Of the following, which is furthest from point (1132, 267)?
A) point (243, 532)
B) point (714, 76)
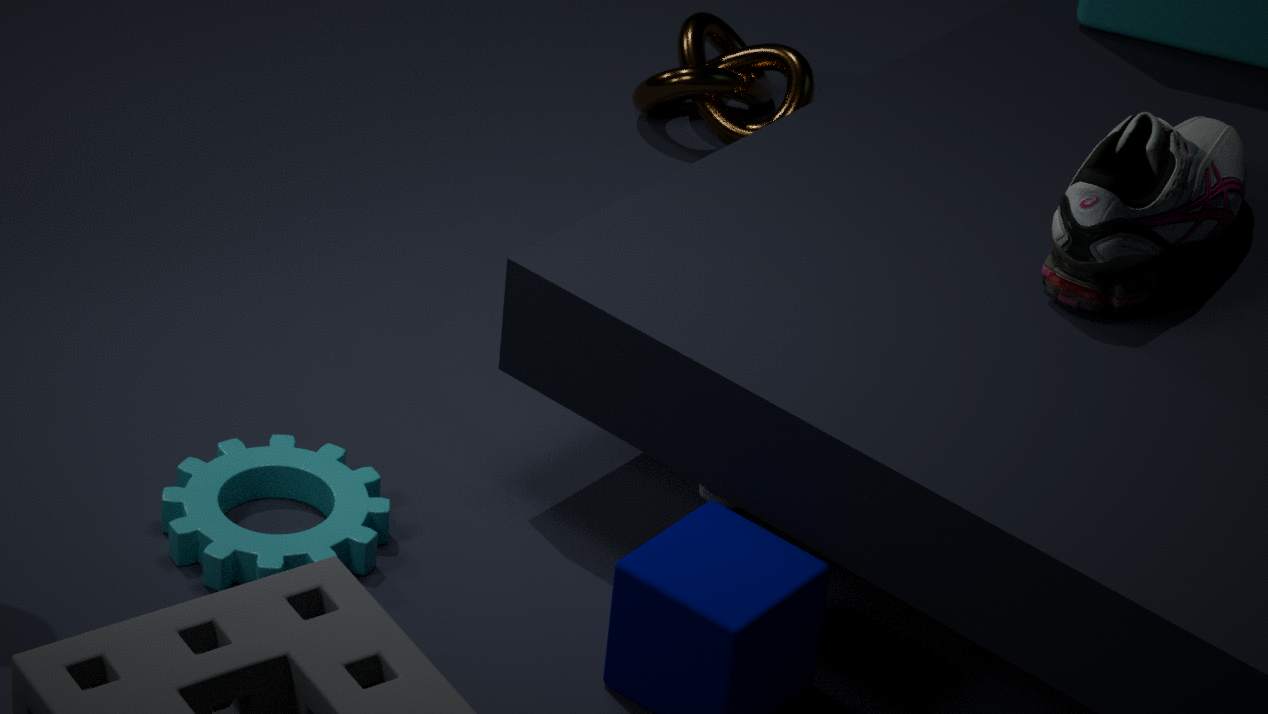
point (243, 532)
